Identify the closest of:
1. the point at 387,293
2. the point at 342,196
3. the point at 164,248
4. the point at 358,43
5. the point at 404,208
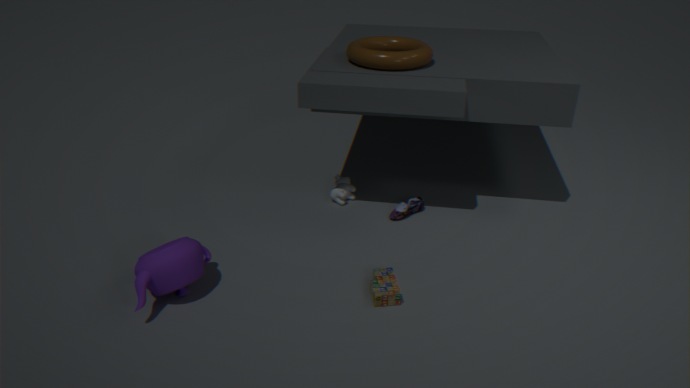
the point at 164,248
